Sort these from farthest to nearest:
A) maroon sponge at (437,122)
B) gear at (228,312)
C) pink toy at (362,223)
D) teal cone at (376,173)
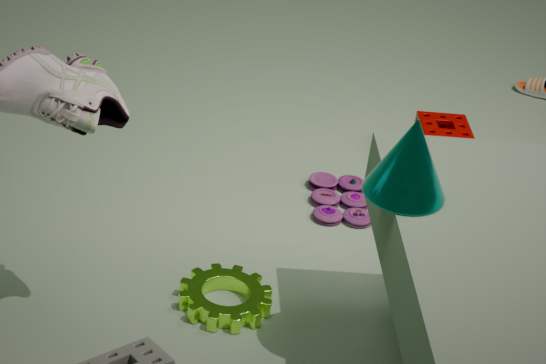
maroon sponge at (437,122), pink toy at (362,223), gear at (228,312), teal cone at (376,173)
